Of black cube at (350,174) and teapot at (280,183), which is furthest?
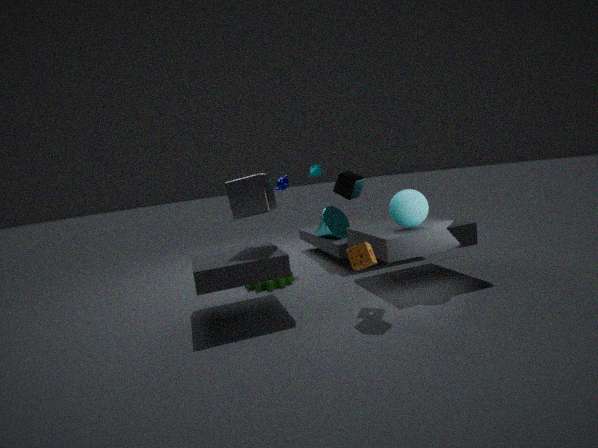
teapot at (280,183)
